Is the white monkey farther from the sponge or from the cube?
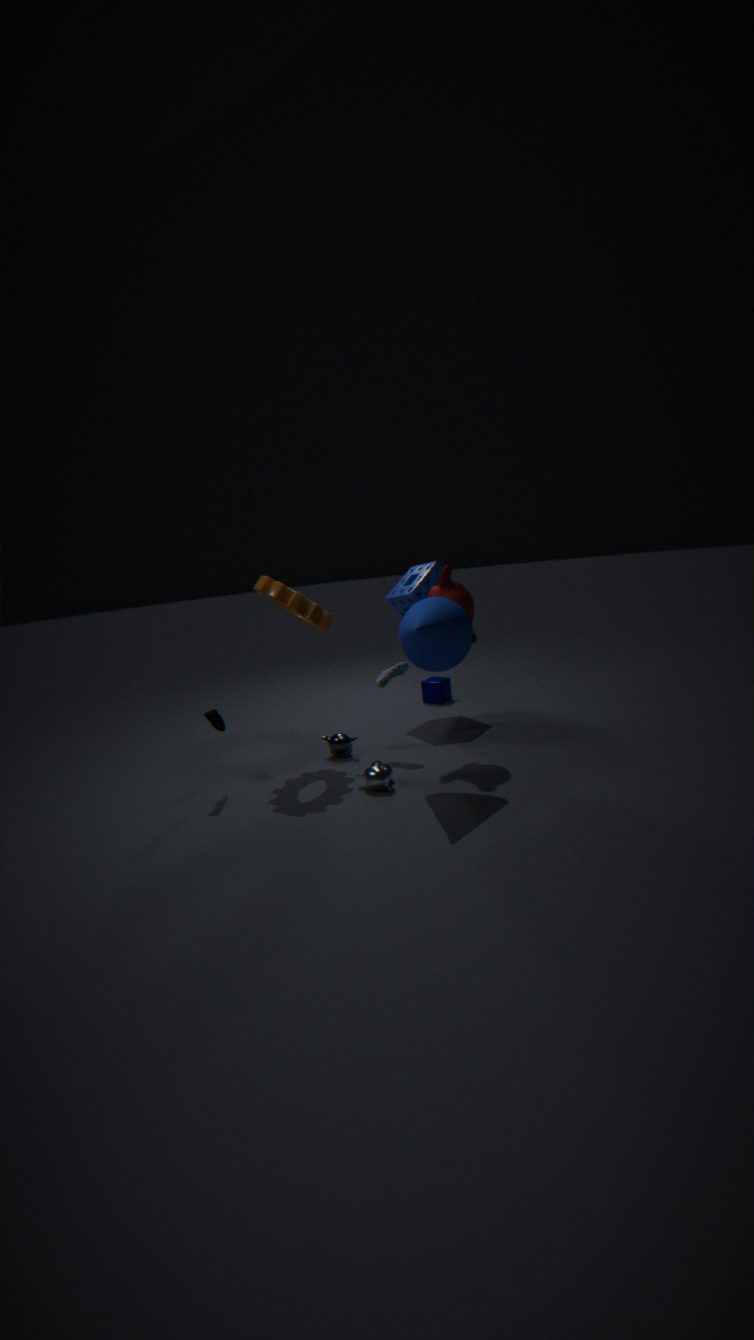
the cube
